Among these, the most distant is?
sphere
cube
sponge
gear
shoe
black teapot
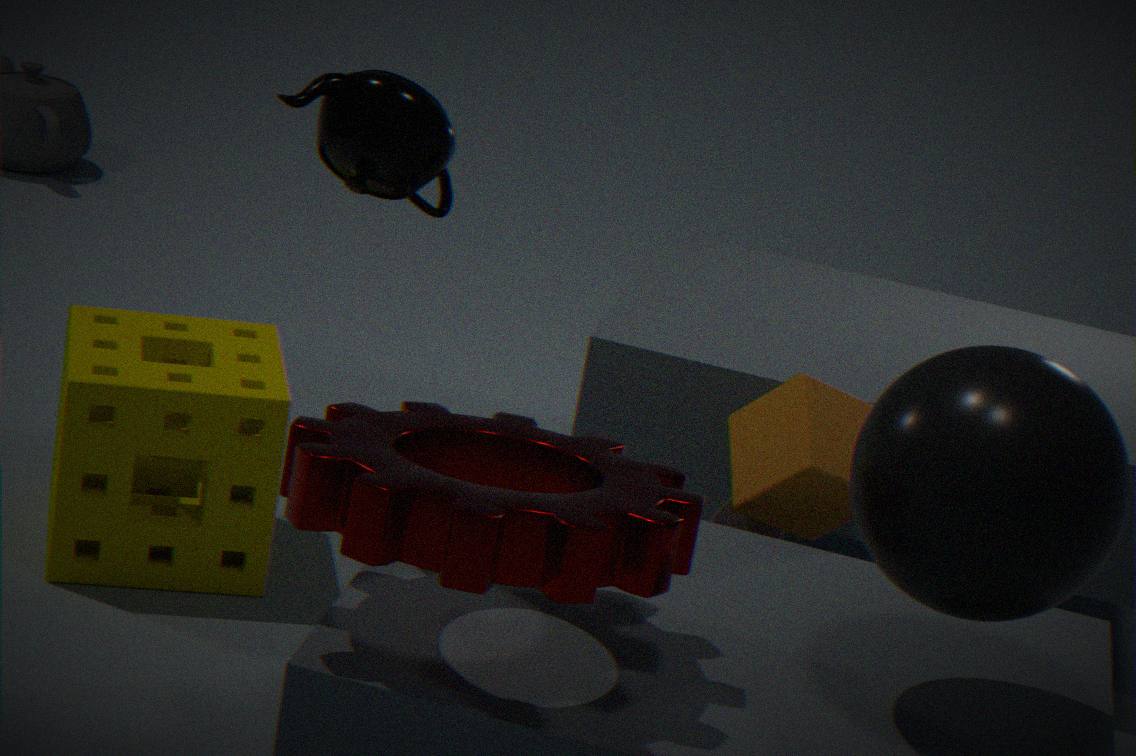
shoe
